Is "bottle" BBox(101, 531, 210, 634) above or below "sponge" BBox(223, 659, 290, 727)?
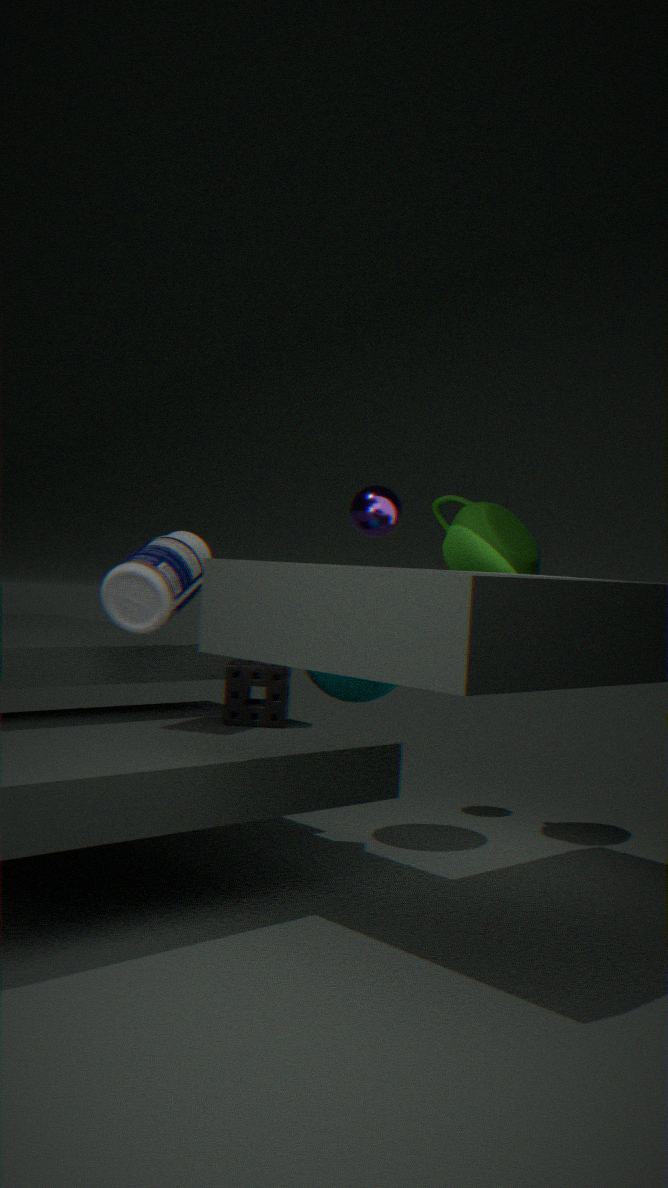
above
